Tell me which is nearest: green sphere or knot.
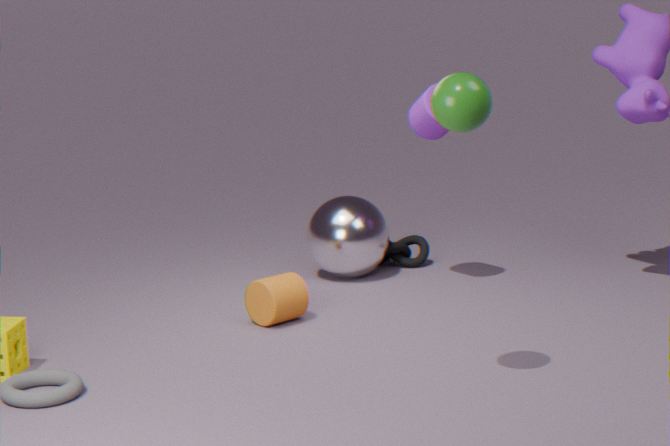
green sphere
